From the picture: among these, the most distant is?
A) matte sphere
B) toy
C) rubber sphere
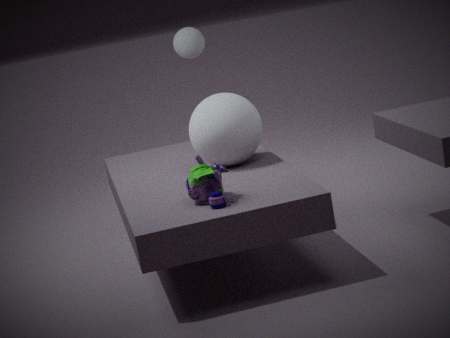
matte sphere
